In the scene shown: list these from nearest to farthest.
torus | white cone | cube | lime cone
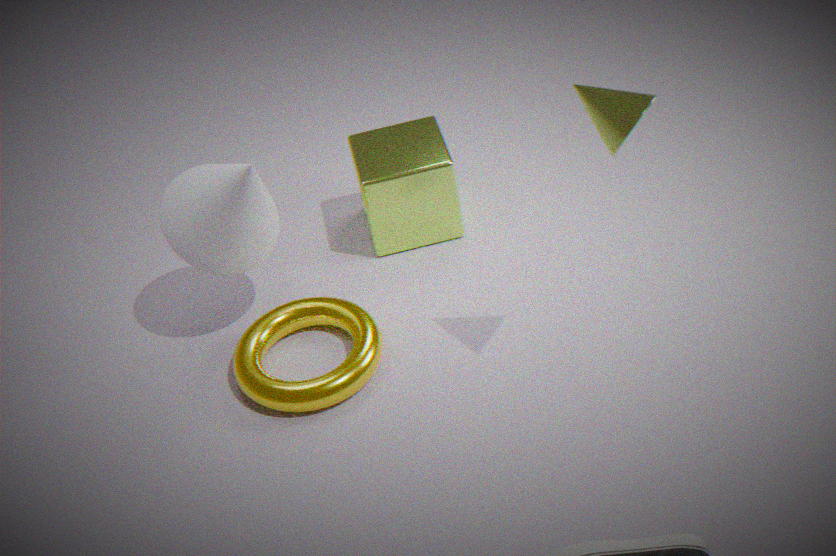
lime cone → white cone → torus → cube
